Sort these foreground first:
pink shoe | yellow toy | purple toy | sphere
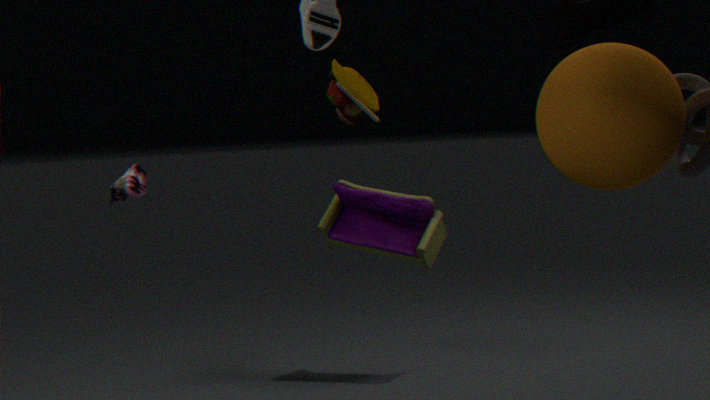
sphere
yellow toy
pink shoe
purple toy
